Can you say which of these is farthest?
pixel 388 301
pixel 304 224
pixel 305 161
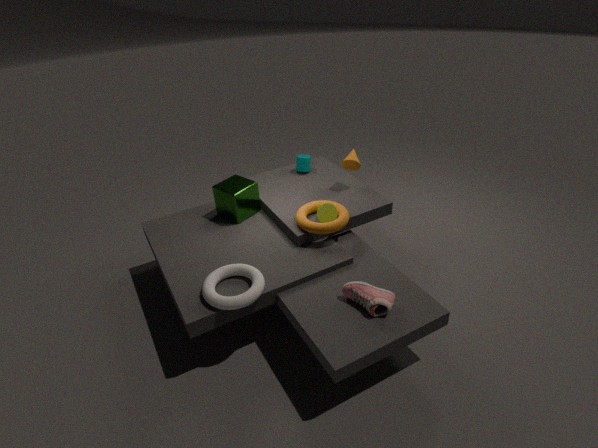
pixel 305 161
